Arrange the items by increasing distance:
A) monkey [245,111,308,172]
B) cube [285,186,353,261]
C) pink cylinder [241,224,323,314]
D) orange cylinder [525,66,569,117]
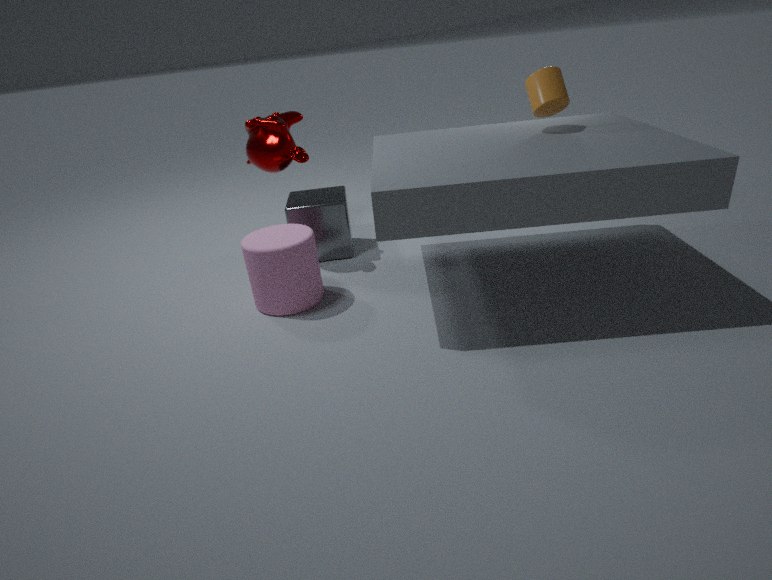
1. pink cylinder [241,224,323,314]
2. orange cylinder [525,66,569,117]
3. monkey [245,111,308,172]
4. cube [285,186,353,261]
